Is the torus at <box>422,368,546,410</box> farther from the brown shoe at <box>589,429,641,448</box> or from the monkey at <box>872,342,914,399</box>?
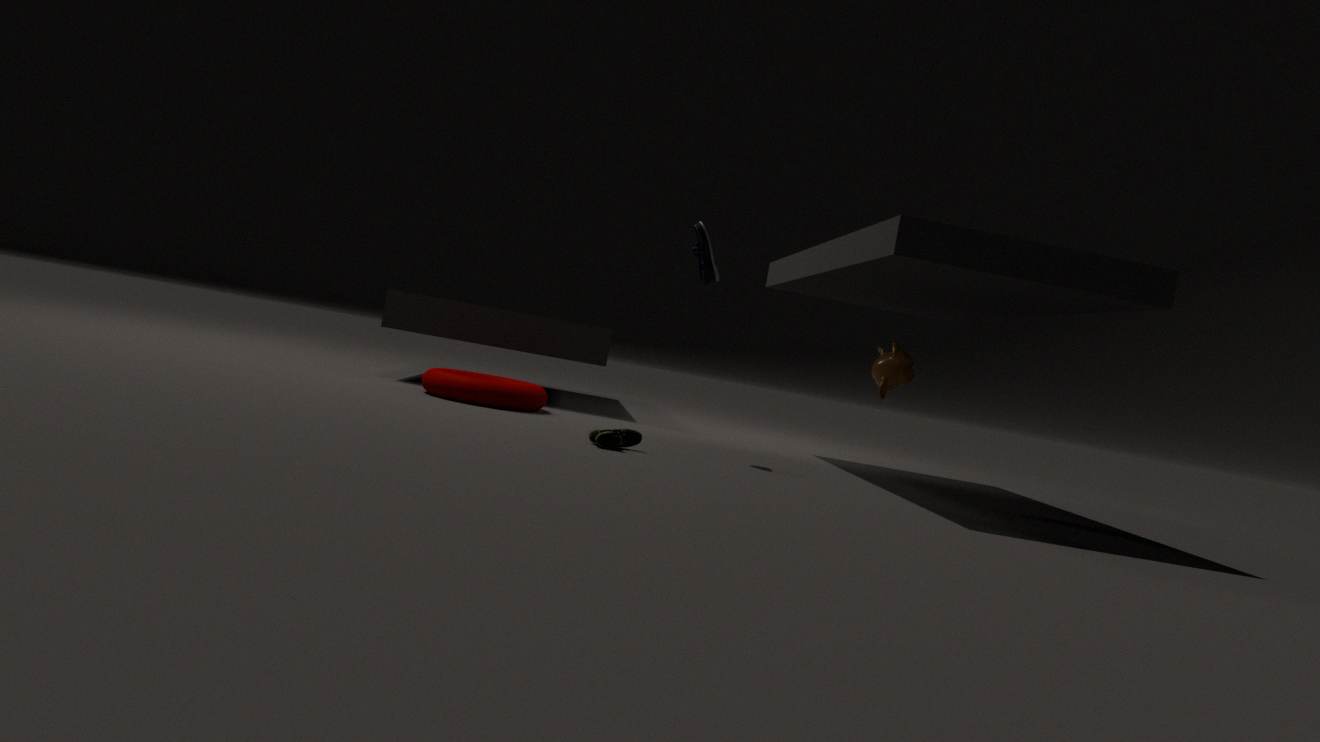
the monkey at <box>872,342,914,399</box>
